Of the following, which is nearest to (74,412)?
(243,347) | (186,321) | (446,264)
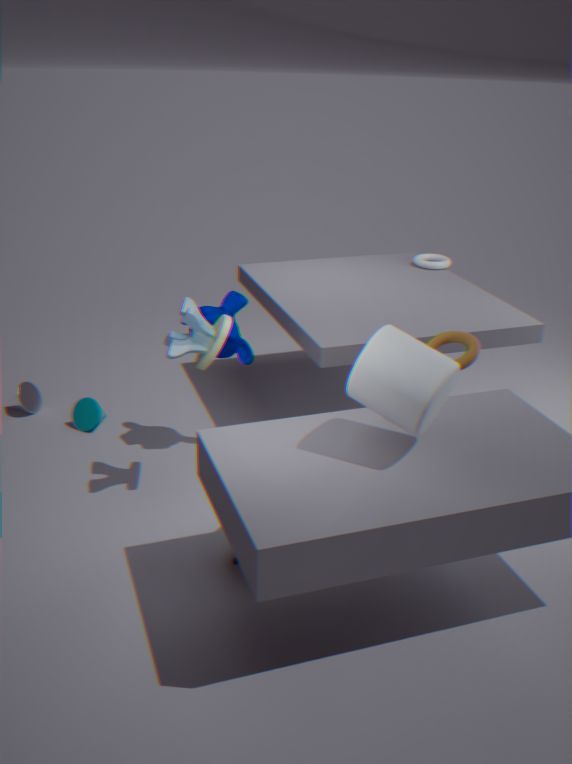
(243,347)
